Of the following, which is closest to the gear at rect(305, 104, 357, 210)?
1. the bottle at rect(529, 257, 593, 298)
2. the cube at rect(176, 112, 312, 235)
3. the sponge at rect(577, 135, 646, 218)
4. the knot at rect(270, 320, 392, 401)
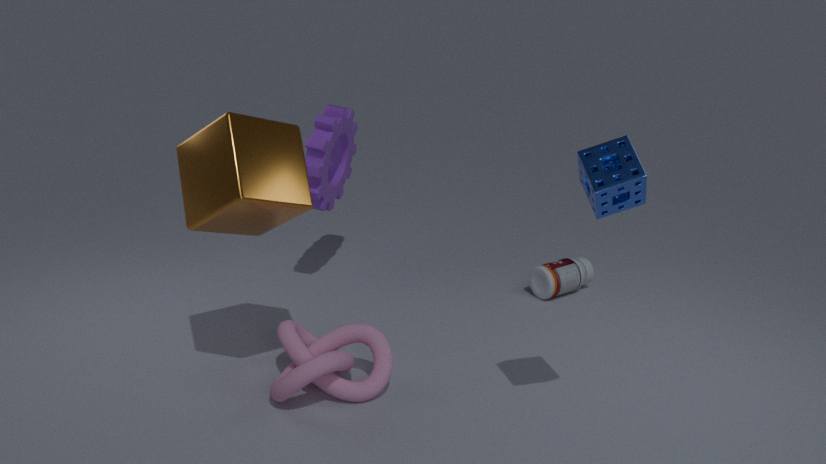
the cube at rect(176, 112, 312, 235)
